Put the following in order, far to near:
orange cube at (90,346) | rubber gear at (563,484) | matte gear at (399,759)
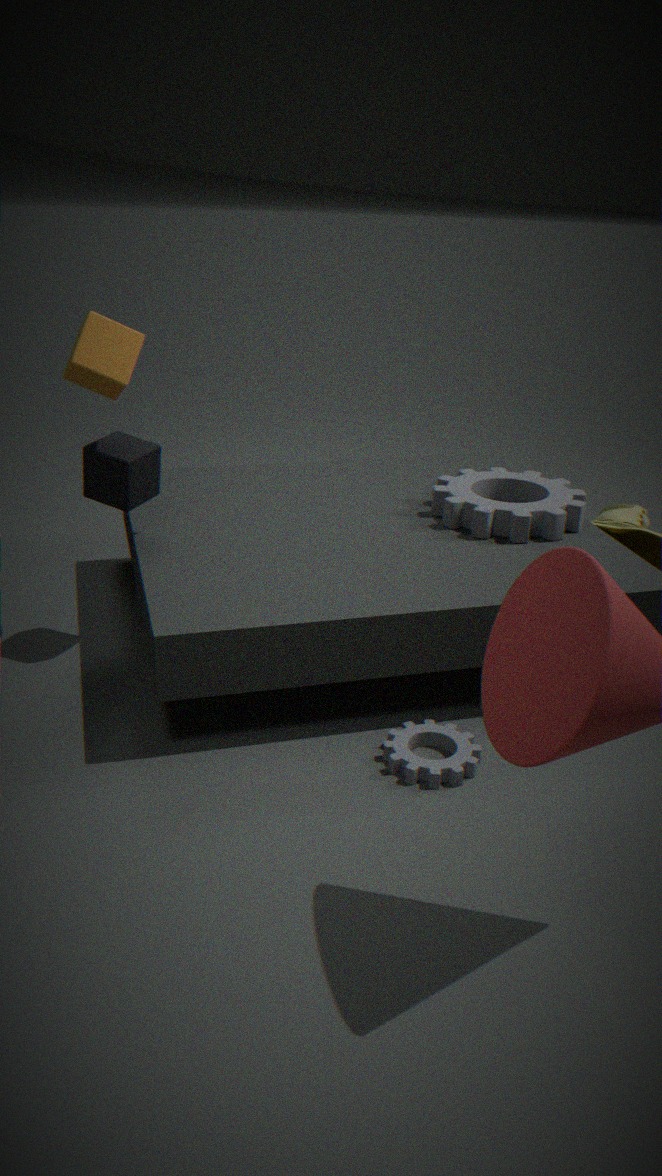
rubber gear at (563,484) → orange cube at (90,346) → matte gear at (399,759)
